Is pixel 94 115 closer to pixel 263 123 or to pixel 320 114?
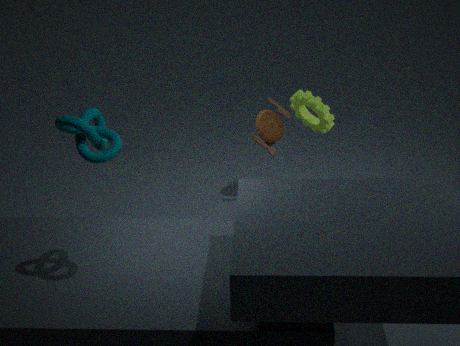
pixel 320 114
